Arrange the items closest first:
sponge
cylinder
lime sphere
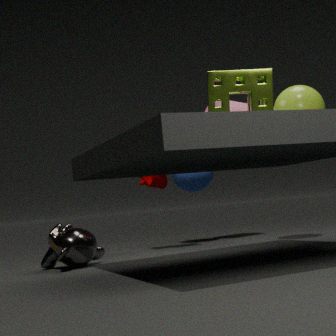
1. sponge
2. lime sphere
3. cylinder
